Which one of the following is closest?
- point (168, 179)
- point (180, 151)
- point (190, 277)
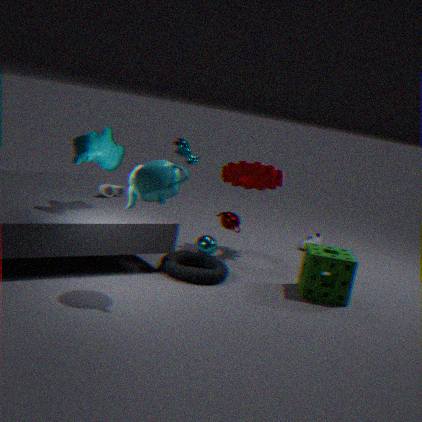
point (168, 179)
